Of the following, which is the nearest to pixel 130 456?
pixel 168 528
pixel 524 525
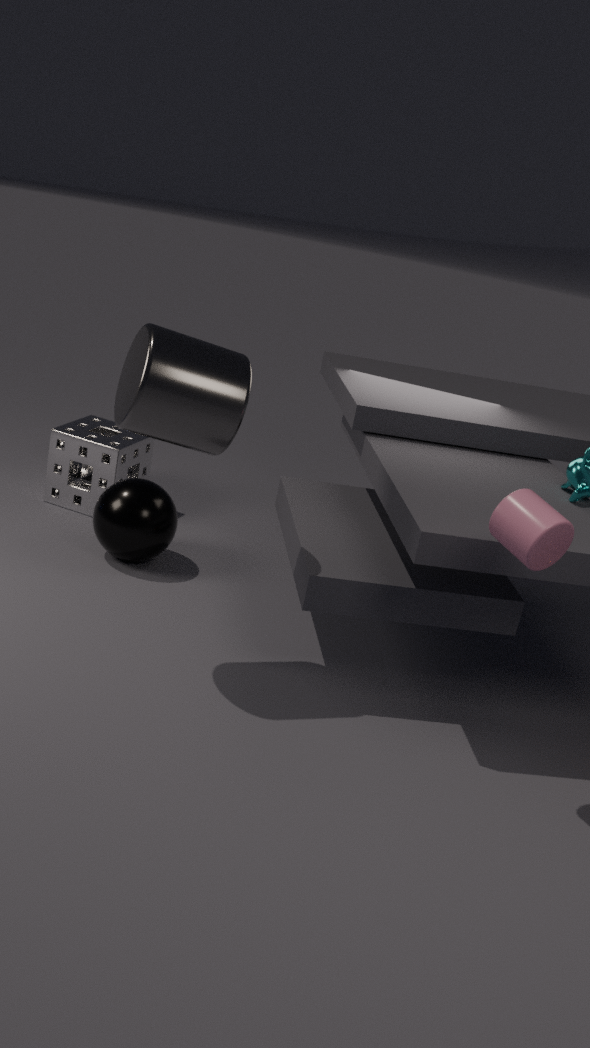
pixel 168 528
